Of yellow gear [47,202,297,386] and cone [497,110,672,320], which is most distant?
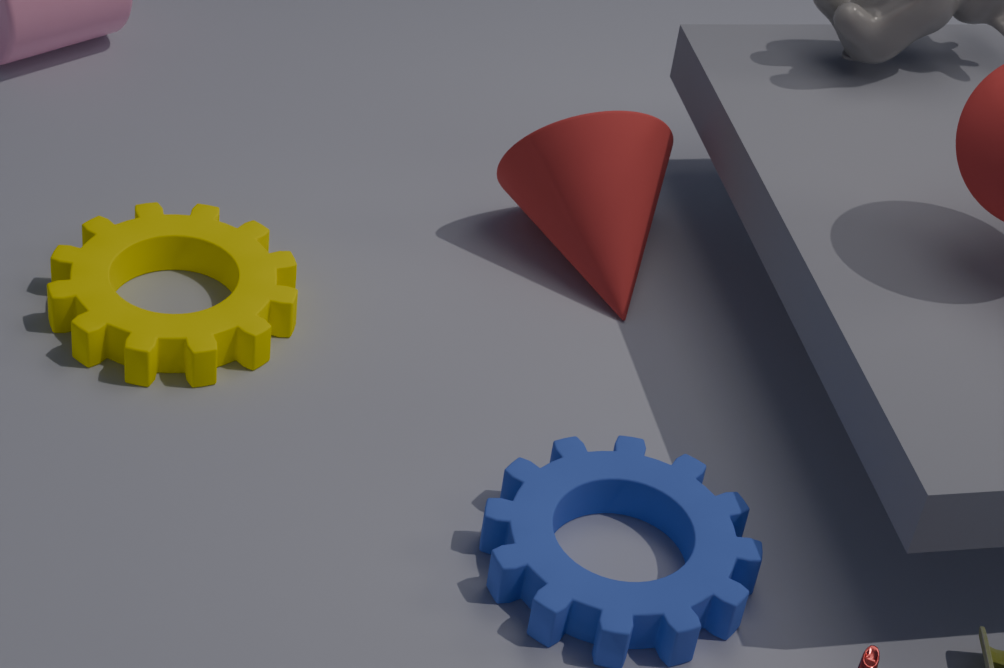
cone [497,110,672,320]
